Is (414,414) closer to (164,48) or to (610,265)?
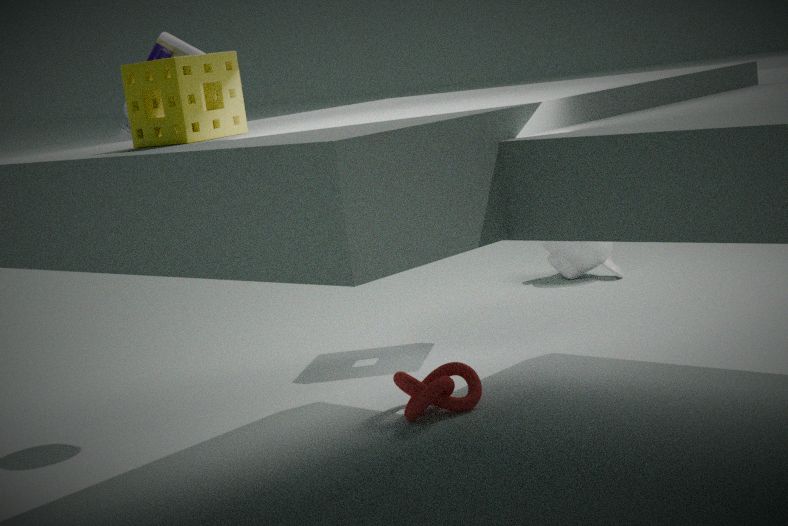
(164,48)
